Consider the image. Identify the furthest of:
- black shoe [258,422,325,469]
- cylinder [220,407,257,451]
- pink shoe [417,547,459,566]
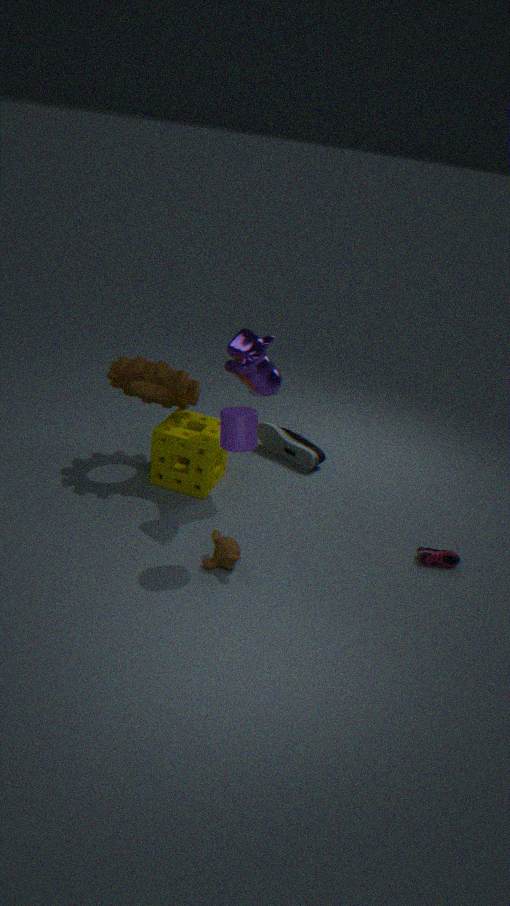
black shoe [258,422,325,469]
